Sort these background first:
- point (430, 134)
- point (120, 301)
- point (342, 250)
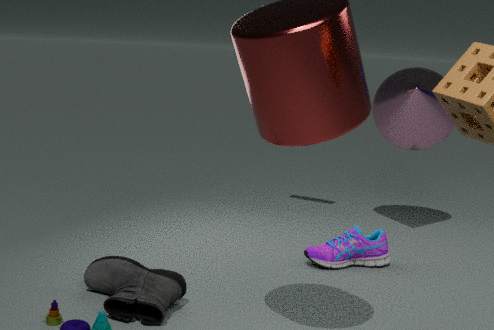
point (430, 134), point (342, 250), point (120, 301)
